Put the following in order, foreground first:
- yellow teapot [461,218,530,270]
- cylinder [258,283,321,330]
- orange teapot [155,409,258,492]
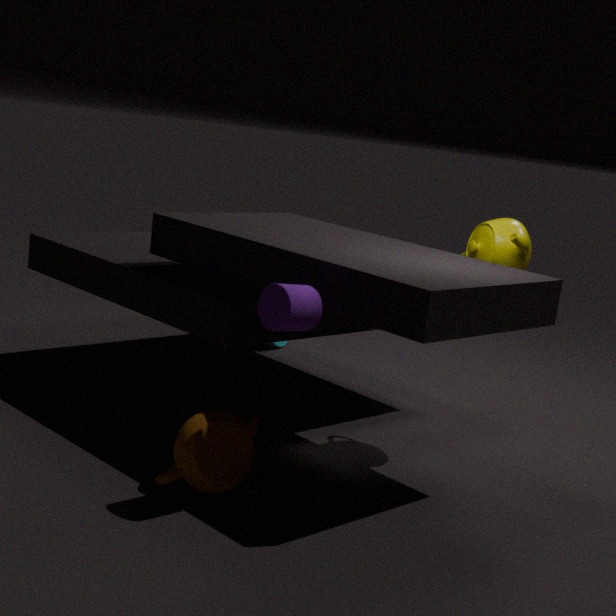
cylinder [258,283,321,330]
orange teapot [155,409,258,492]
yellow teapot [461,218,530,270]
